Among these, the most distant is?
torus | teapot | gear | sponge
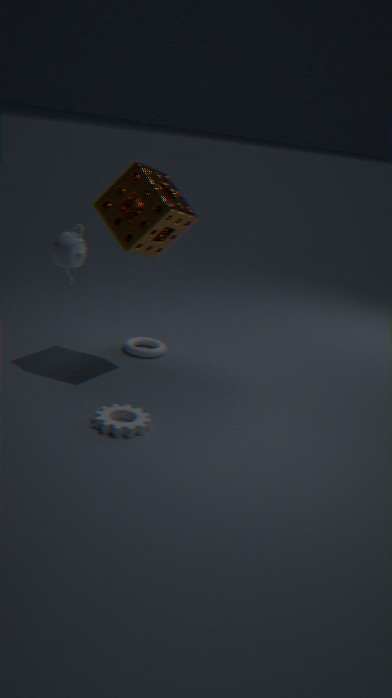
torus
